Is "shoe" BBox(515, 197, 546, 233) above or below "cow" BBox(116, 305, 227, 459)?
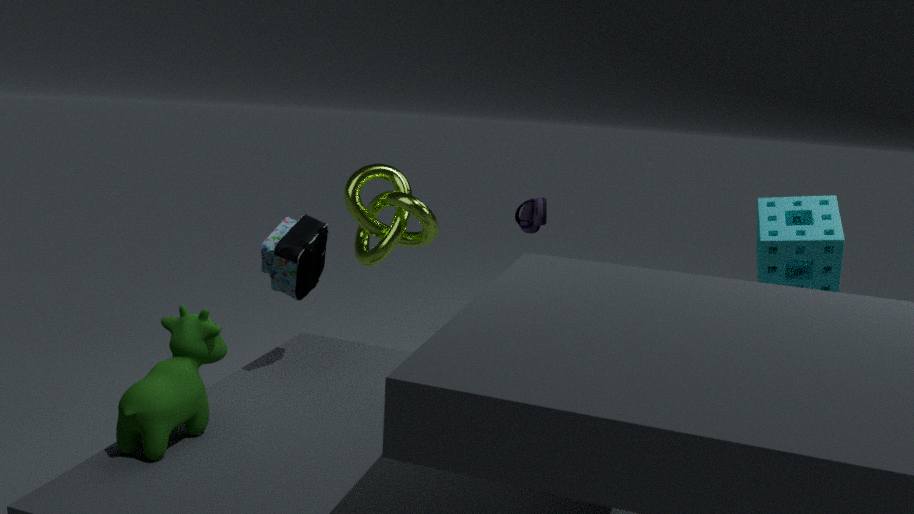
above
